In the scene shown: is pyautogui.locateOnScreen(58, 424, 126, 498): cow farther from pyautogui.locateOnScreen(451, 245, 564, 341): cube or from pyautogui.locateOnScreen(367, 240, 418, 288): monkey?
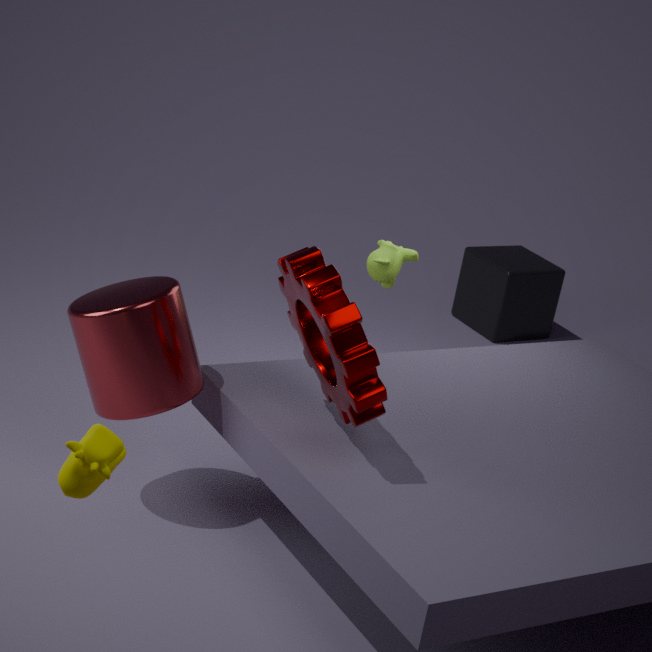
pyautogui.locateOnScreen(451, 245, 564, 341): cube
